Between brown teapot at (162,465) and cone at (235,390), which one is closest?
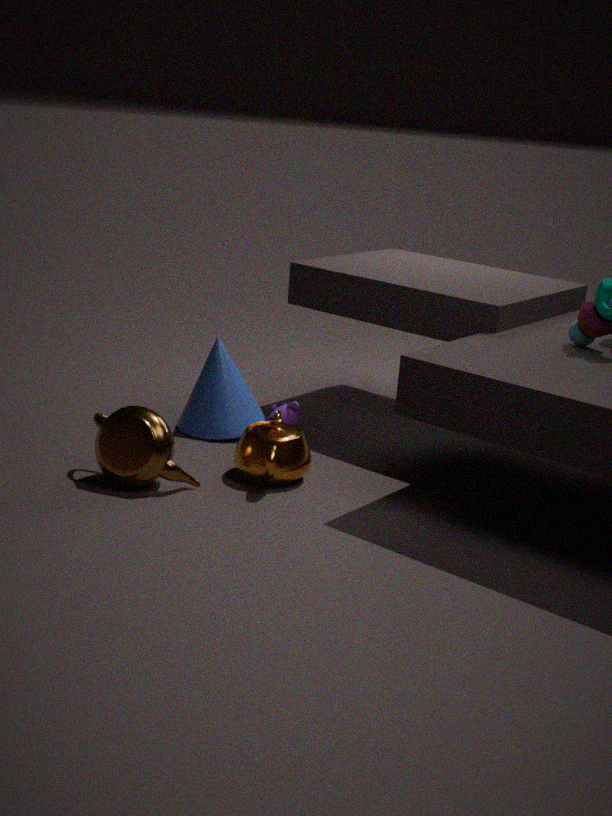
brown teapot at (162,465)
